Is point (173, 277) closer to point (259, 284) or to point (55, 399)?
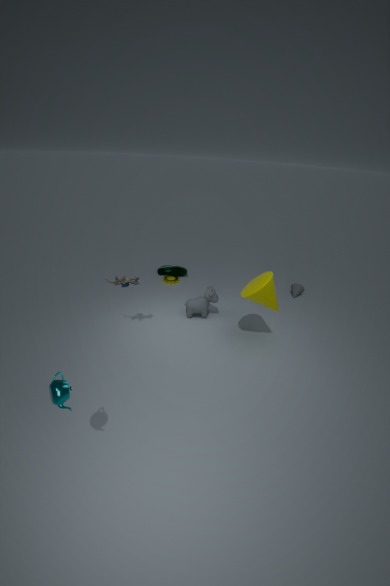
point (259, 284)
